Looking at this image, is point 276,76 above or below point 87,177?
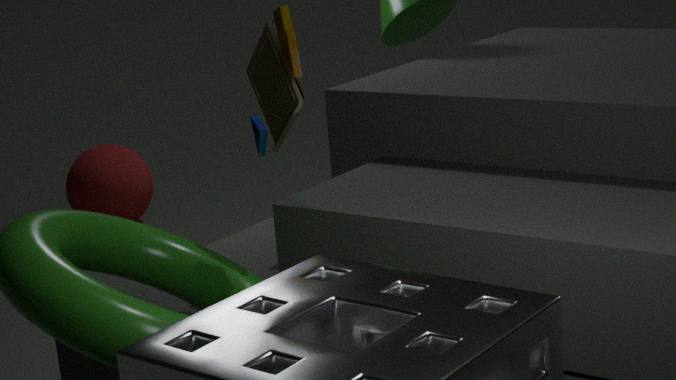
above
